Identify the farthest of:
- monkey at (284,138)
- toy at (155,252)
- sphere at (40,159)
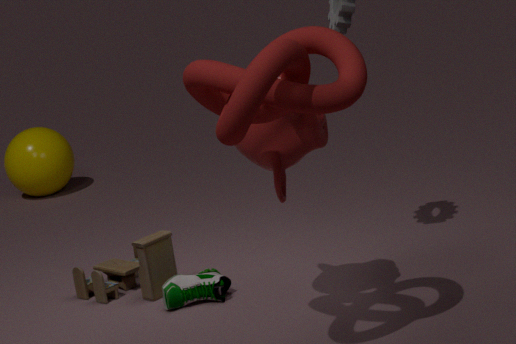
sphere at (40,159)
